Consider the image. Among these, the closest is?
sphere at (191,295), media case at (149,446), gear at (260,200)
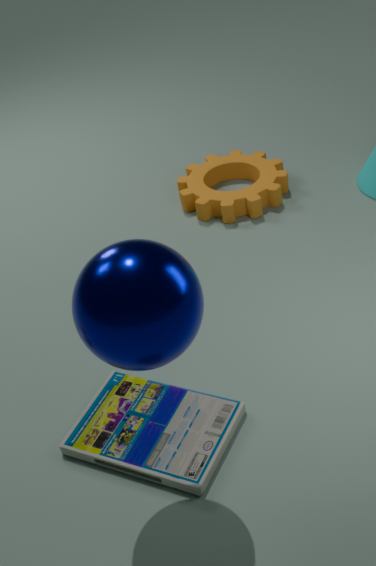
sphere at (191,295)
